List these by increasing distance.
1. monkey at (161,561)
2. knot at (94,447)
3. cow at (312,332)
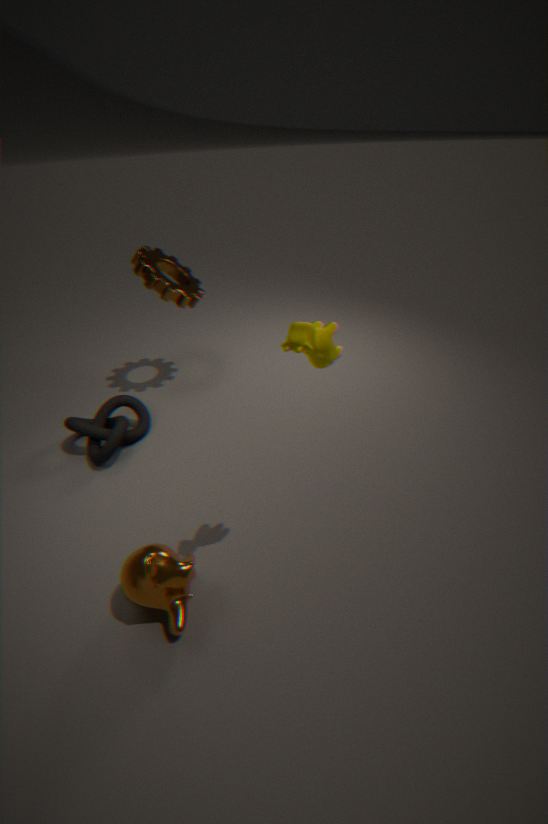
cow at (312,332) → monkey at (161,561) → knot at (94,447)
